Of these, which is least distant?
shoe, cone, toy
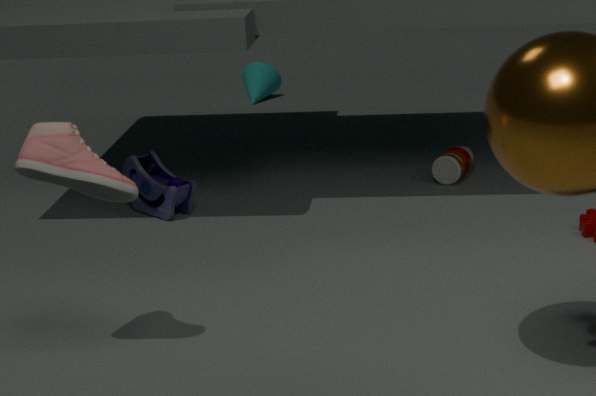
shoe
